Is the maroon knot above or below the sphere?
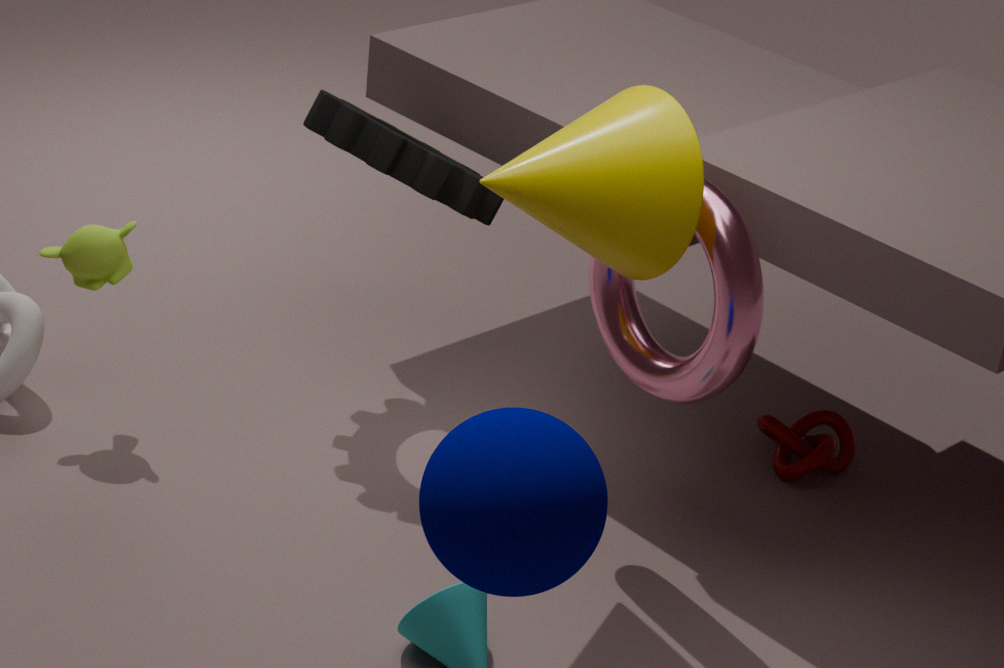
below
